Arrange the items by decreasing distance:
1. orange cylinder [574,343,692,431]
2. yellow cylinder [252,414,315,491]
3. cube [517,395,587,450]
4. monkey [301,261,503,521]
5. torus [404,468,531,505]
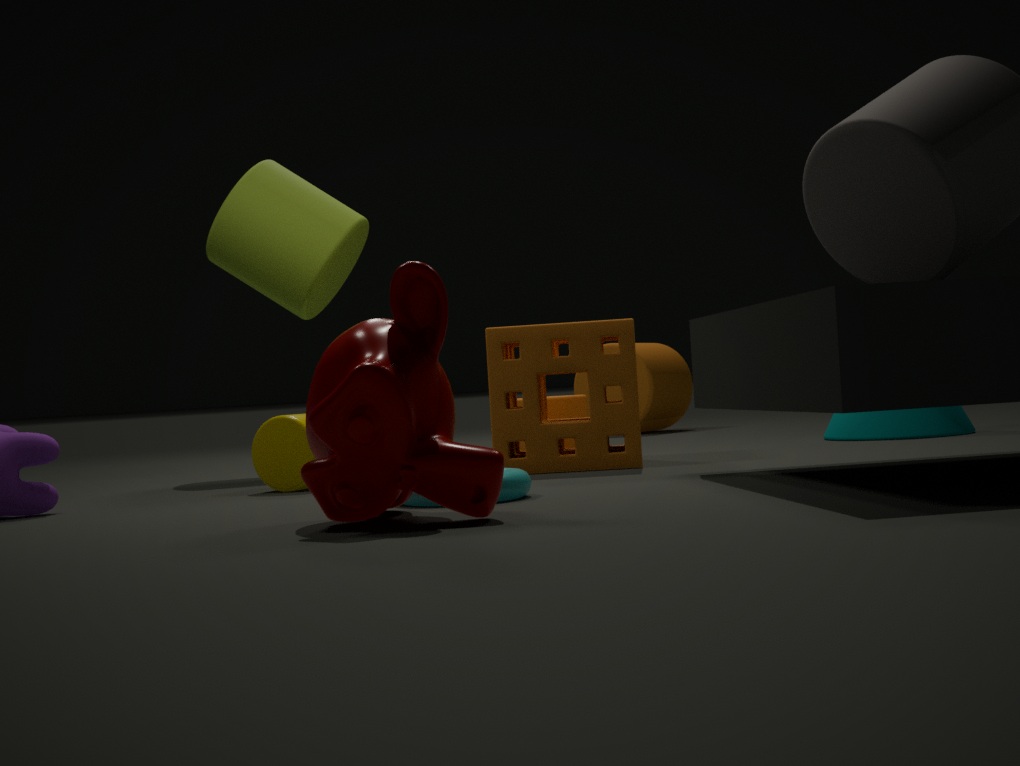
orange cylinder [574,343,692,431]
cube [517,395,587,450]
yellow cylinder [252,414,315,491]
torus [404,468,531,505]
monkey [301,261,503,521]
